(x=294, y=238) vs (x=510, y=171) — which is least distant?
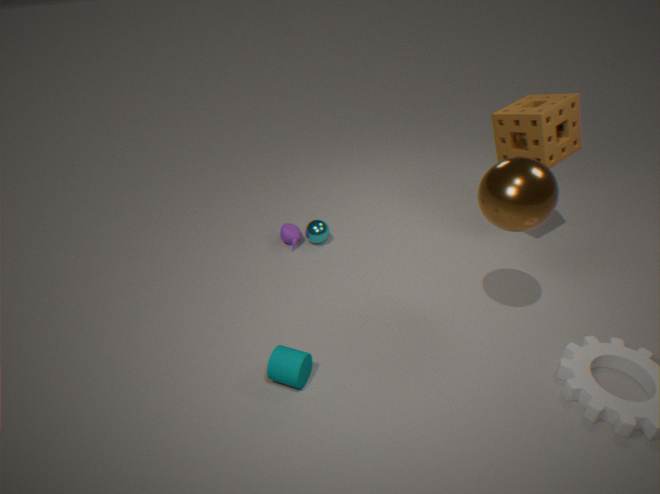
(x=510, y=171)
